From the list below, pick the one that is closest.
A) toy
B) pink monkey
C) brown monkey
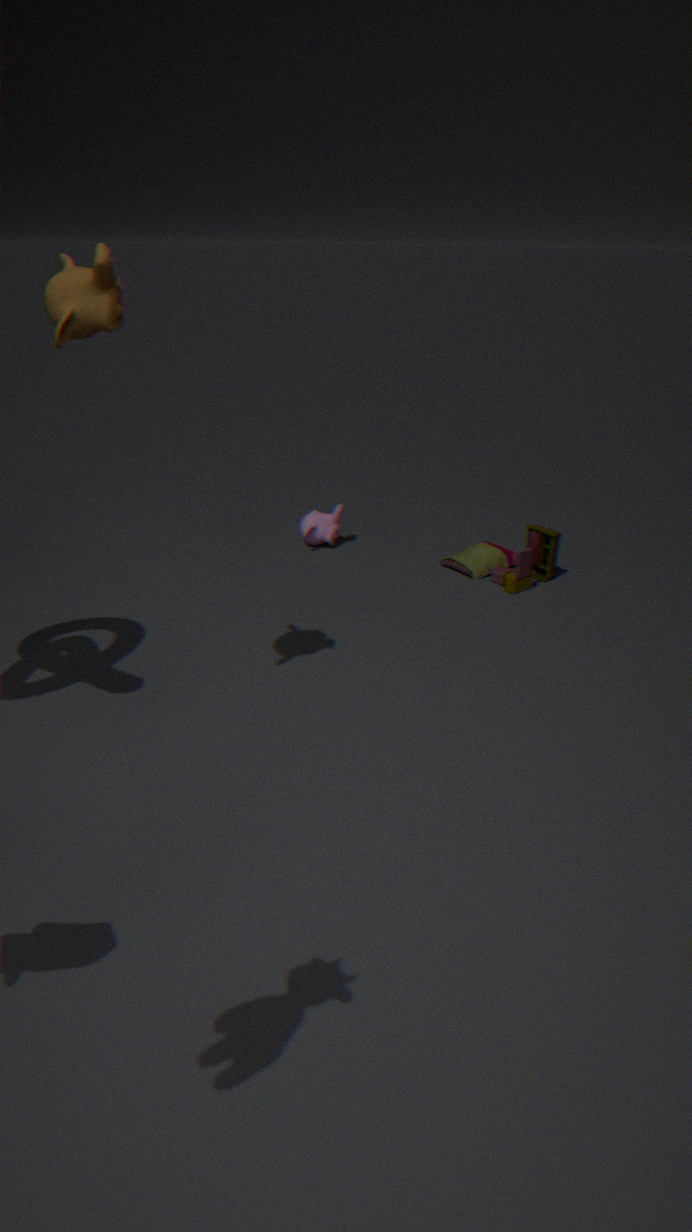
brown monkey
